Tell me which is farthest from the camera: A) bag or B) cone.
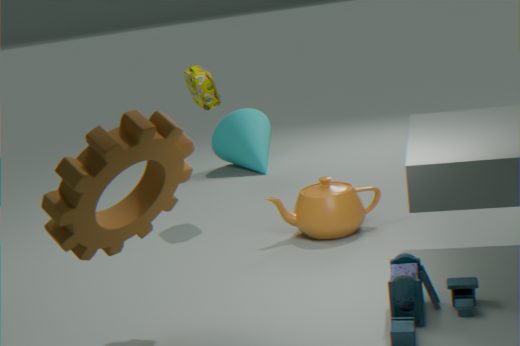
B. cone
